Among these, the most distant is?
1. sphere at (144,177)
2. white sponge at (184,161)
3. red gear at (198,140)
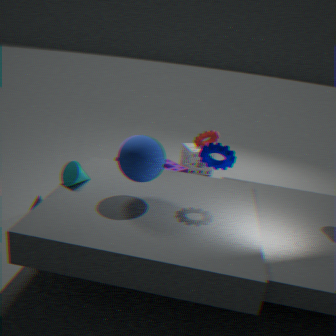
white sponge at (184,161)
